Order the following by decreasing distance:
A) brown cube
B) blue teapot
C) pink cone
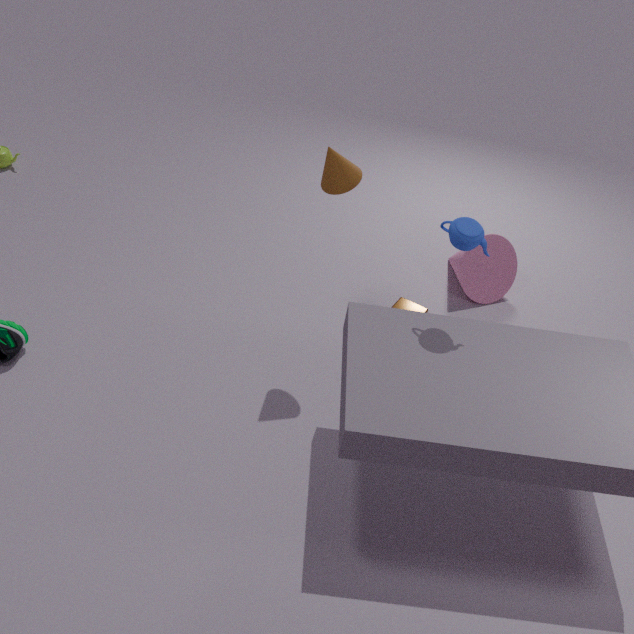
1. pink cone
2. brown cube
3. blue teapot
